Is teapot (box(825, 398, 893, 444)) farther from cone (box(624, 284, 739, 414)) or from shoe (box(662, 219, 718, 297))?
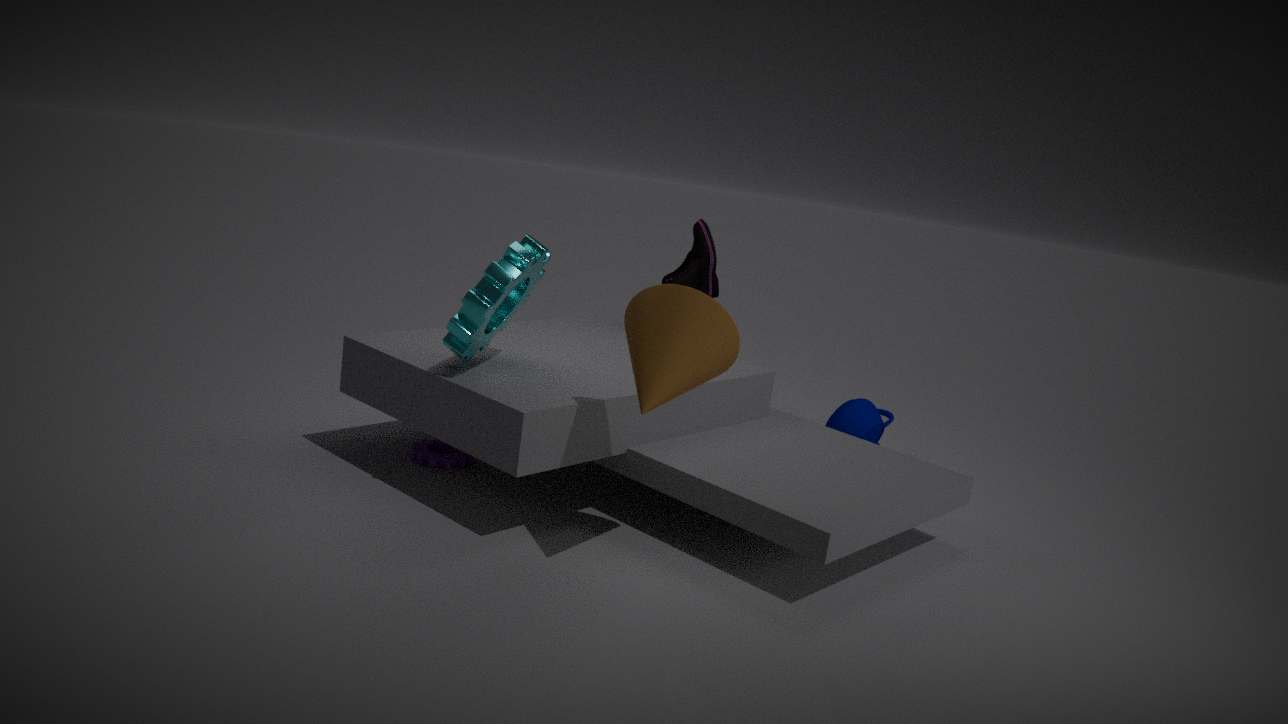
cone (box(624, 284, 739, 414))
